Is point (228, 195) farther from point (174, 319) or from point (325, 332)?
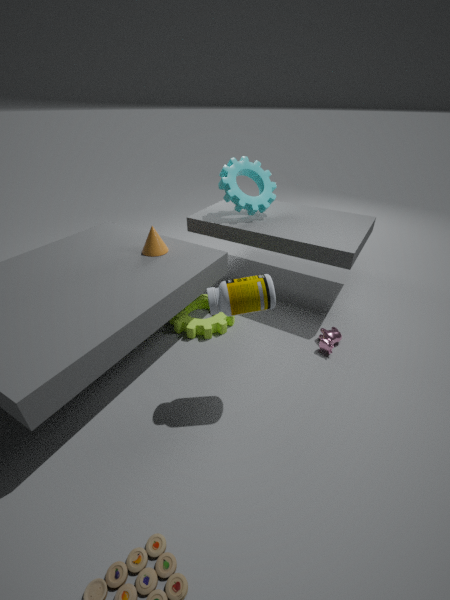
point (325, 332)
